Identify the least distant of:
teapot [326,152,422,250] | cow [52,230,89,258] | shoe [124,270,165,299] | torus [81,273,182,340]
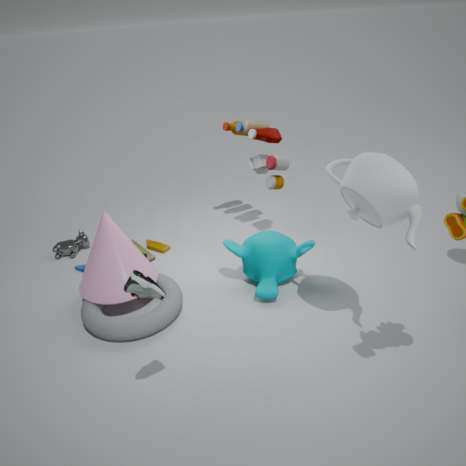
shoe [124,270,165,299]
